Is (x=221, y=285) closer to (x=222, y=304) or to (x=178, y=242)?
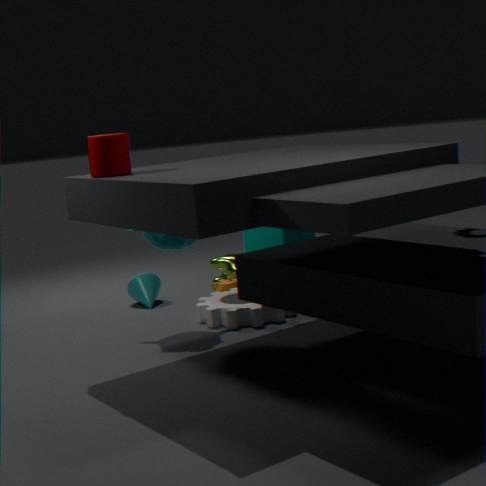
(x=222, y=304)
